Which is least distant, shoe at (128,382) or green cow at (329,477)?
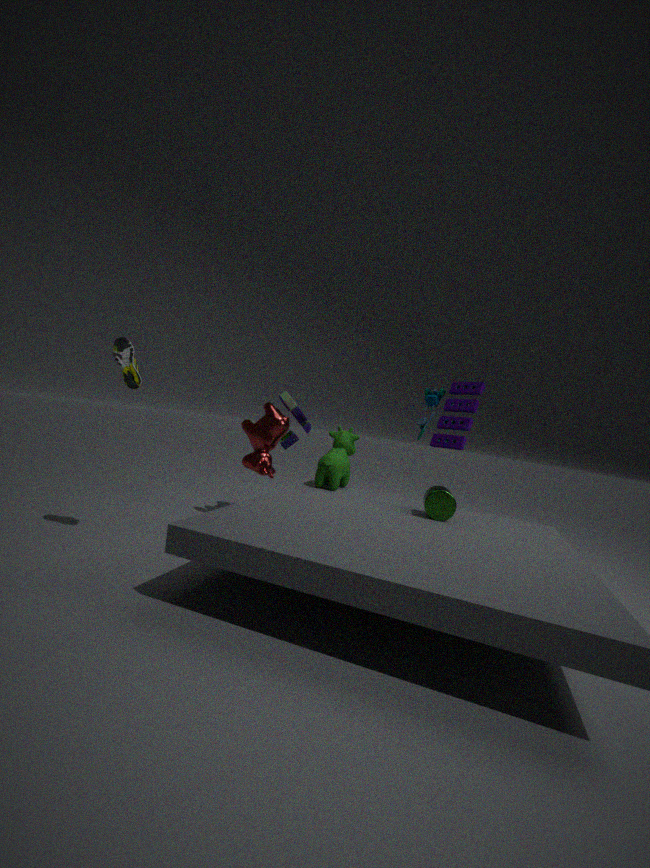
shoe at (128,382)
